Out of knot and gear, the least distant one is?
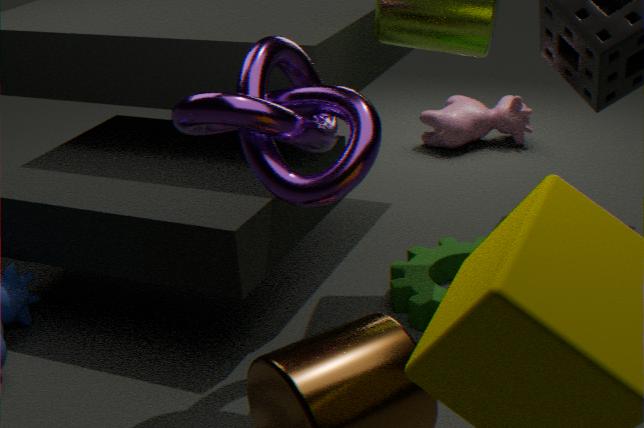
knot
